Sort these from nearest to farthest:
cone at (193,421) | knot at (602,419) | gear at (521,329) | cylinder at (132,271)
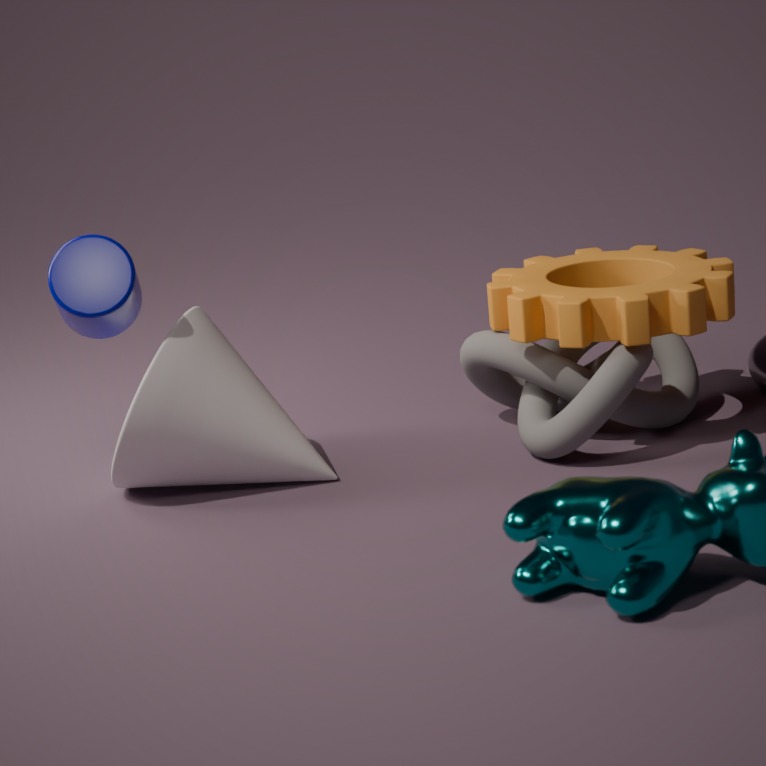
cylinder at (132,271)
cone at (193,421)
knot at (602,419)
gear at (521,329)
